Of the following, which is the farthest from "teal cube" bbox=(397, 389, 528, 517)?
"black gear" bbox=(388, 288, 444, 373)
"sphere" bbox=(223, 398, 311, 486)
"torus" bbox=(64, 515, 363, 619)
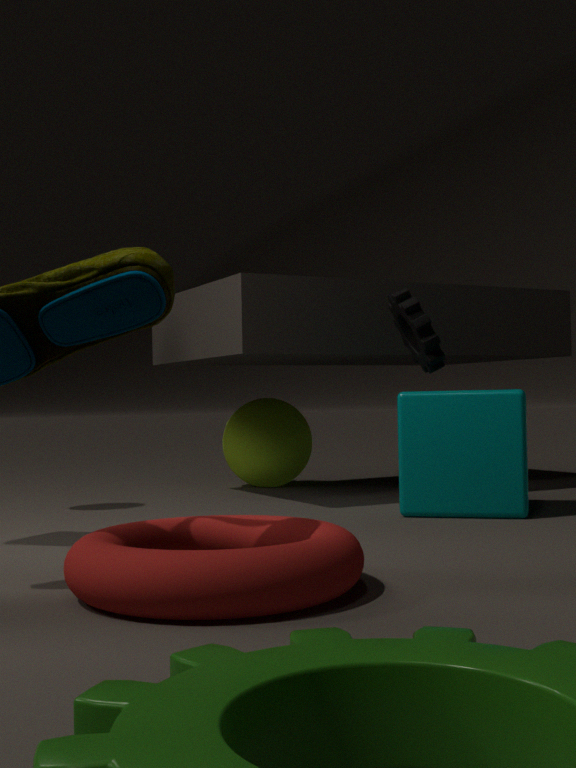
"torus" bbox=(64, 515, 363, 619)
